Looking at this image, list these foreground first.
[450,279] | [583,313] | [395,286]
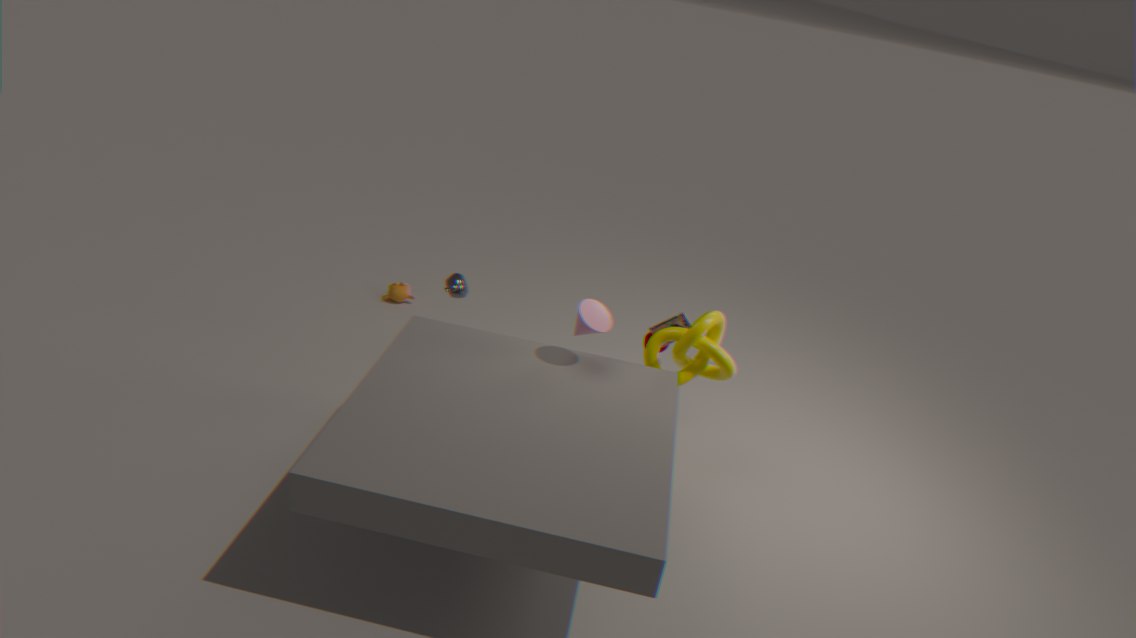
[583,313]
[450,279]
[395,286]
